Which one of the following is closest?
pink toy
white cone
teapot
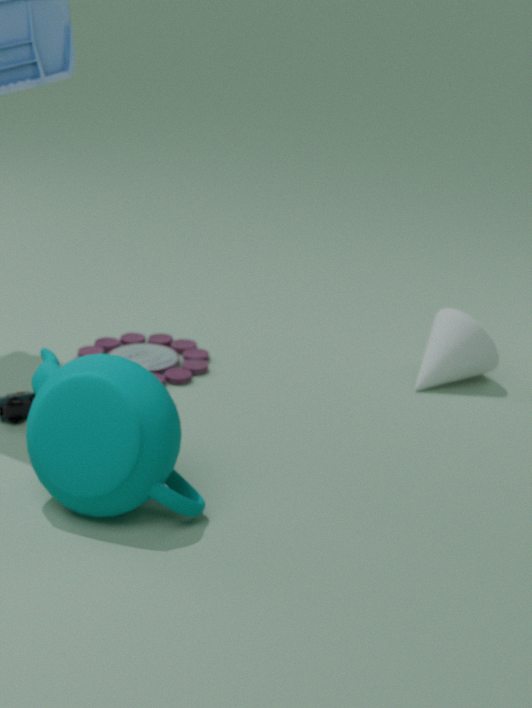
teapot
